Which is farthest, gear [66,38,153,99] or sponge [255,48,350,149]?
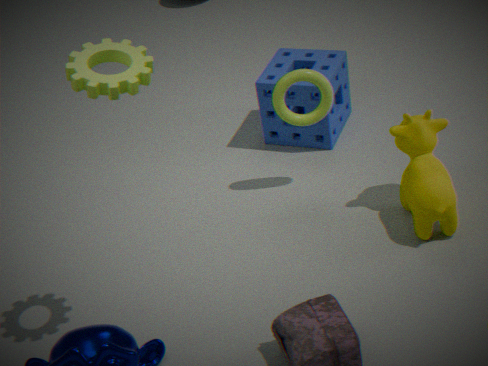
sponge [255,48,350,149]
